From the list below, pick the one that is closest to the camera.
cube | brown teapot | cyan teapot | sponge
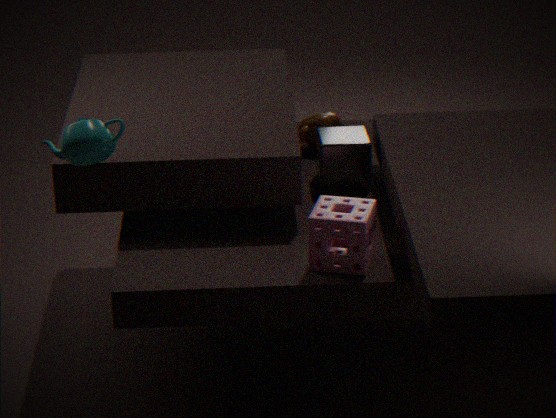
cyan teapot
